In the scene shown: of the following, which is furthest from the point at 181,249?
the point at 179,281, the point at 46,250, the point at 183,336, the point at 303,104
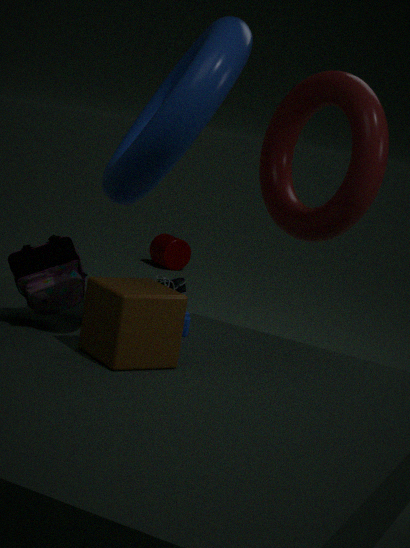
the point at 46,250
